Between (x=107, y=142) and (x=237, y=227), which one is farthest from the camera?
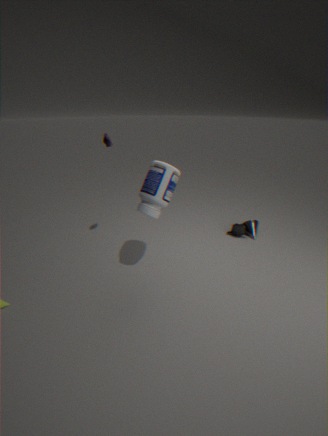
(x=237, y=227)
